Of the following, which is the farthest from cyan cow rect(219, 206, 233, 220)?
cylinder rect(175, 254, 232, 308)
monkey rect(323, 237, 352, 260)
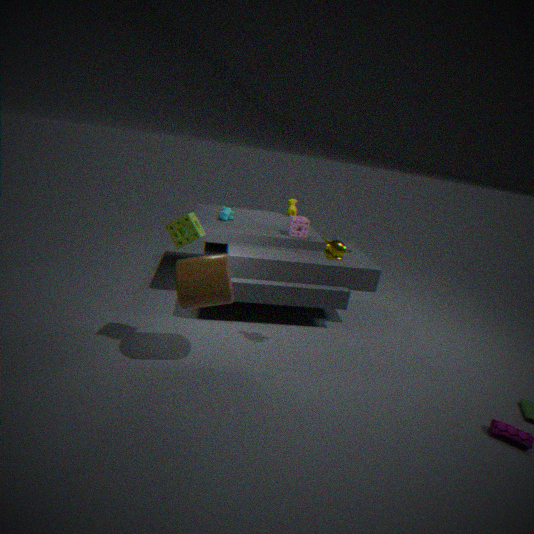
monkey rect(323, 237, 352, 260)
